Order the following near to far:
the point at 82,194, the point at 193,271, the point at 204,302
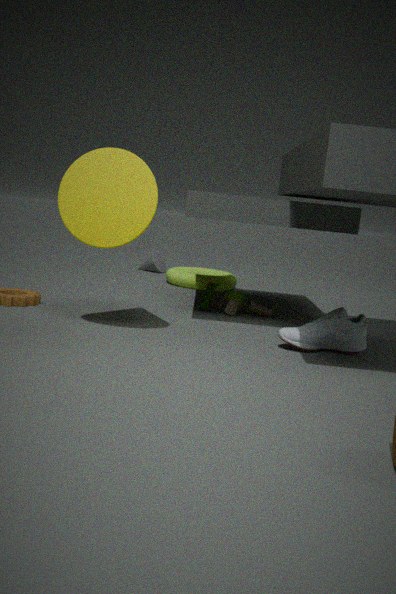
1. the point at 82,194
2. the point at 204,302
3. the point at 193,271
